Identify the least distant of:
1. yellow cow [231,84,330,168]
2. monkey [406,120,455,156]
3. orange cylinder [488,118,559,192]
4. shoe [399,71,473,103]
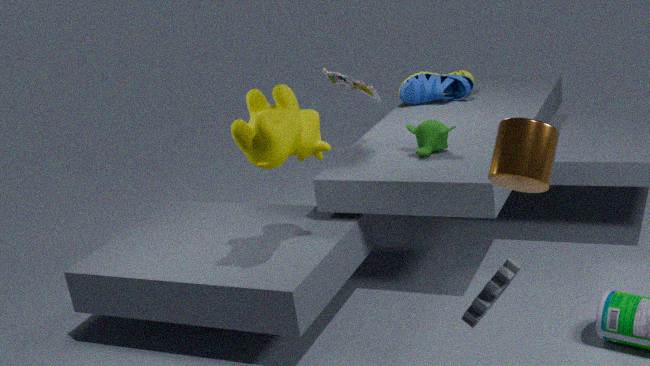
orange cylinder [488,118,559,192]
